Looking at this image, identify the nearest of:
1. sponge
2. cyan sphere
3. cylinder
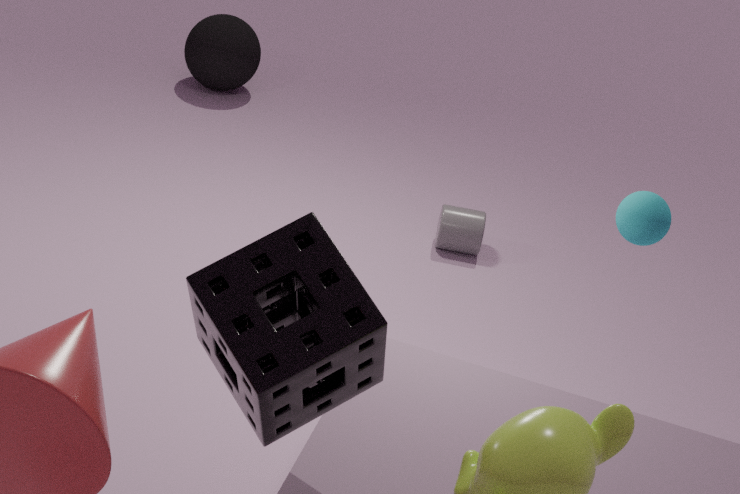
sponge
